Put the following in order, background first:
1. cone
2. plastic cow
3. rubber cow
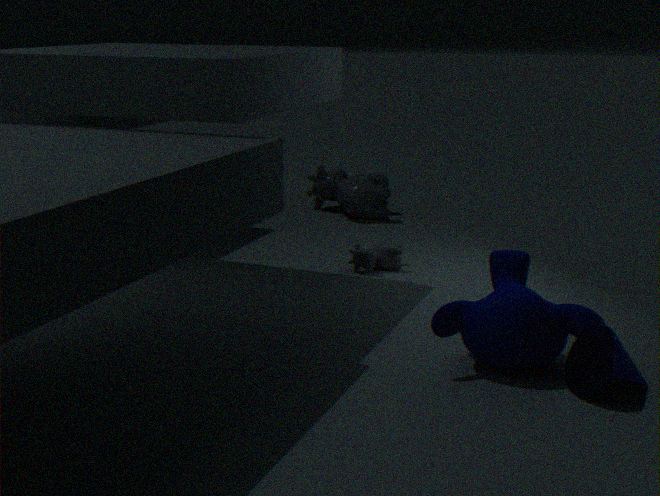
1. plastic cow
2. rubber cow
3. cone
